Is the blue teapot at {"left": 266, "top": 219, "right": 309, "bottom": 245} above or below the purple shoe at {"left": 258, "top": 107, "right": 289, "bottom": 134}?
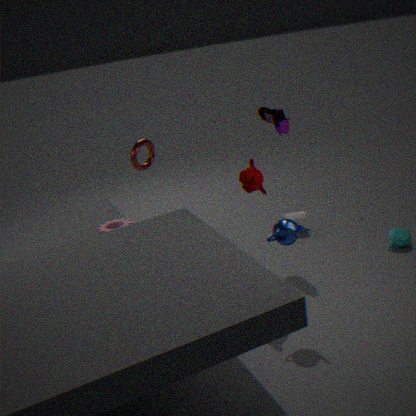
below
